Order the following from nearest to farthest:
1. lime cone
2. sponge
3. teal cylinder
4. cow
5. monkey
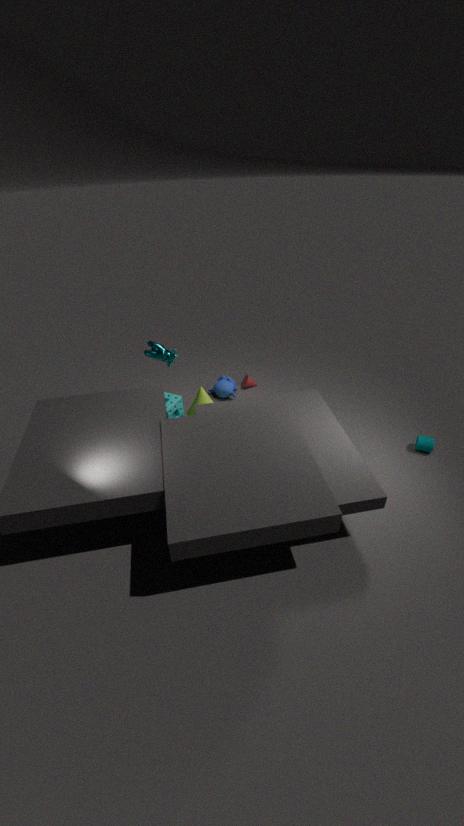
1. teal cylinder
2. cow
3. sponge
4. lime cone
5. monkey
